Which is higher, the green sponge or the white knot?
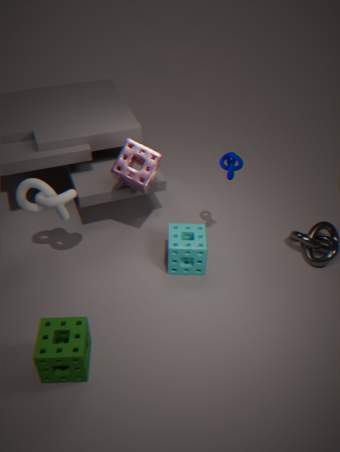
the white knot
